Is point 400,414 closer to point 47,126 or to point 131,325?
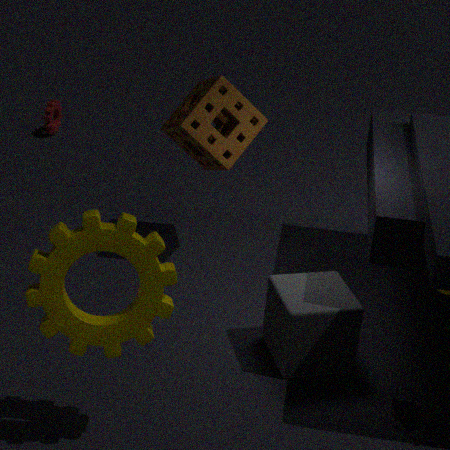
point 131,325
